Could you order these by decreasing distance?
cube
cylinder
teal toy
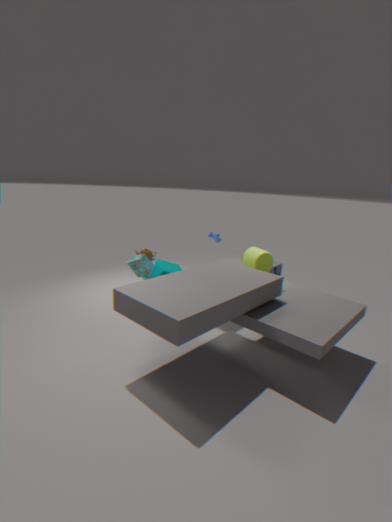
cylinder < teal toy < cube
